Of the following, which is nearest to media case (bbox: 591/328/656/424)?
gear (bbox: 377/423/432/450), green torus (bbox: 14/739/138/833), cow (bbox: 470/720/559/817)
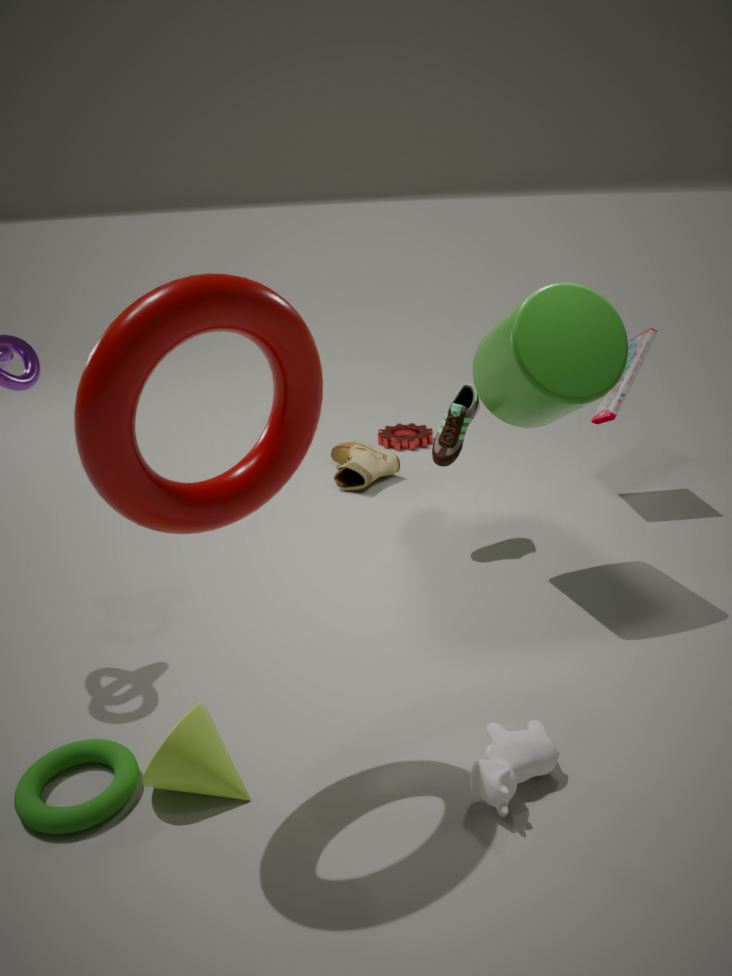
gear (bbox: 377/423/432/450)
